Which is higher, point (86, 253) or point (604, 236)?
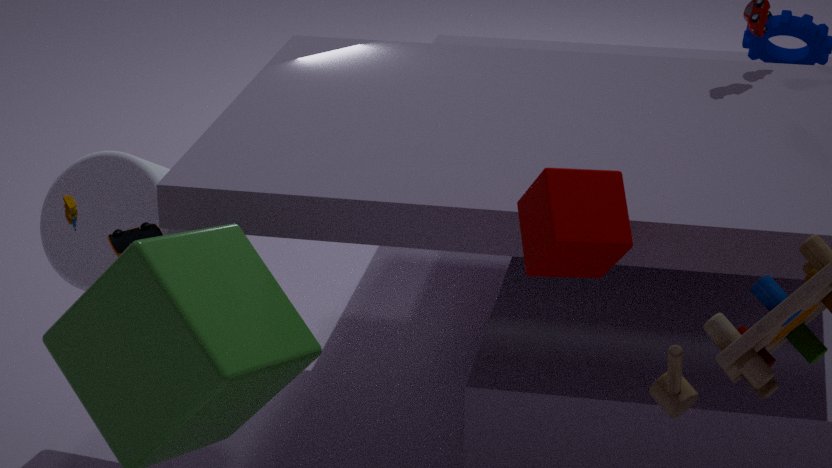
point (604, 236)
